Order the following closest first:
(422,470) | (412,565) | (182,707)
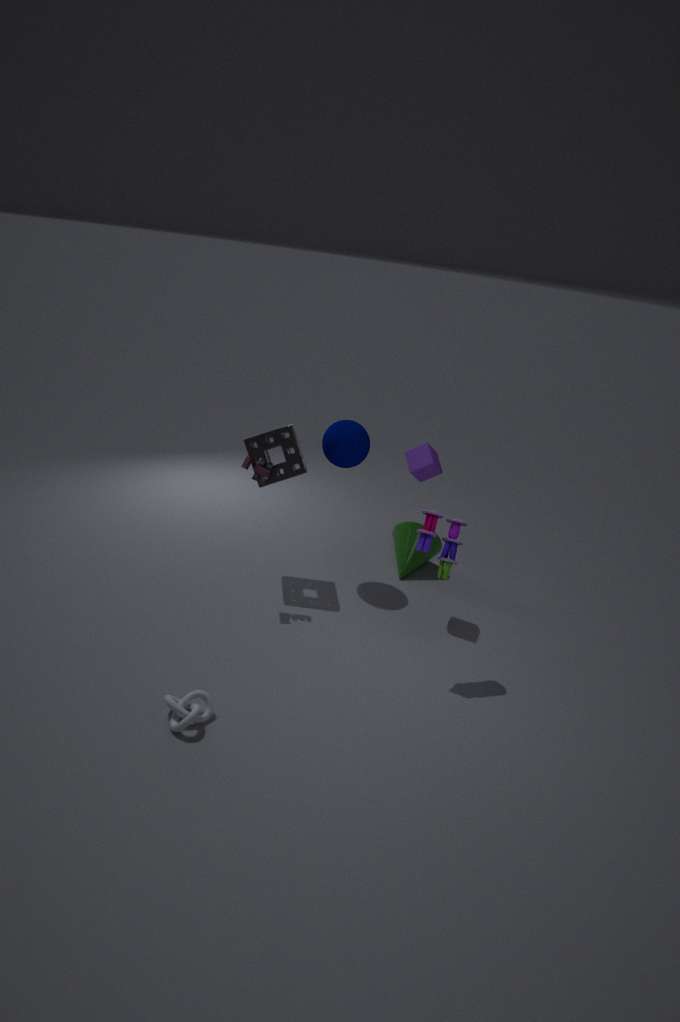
(182,707), (422,470), (412,565)
